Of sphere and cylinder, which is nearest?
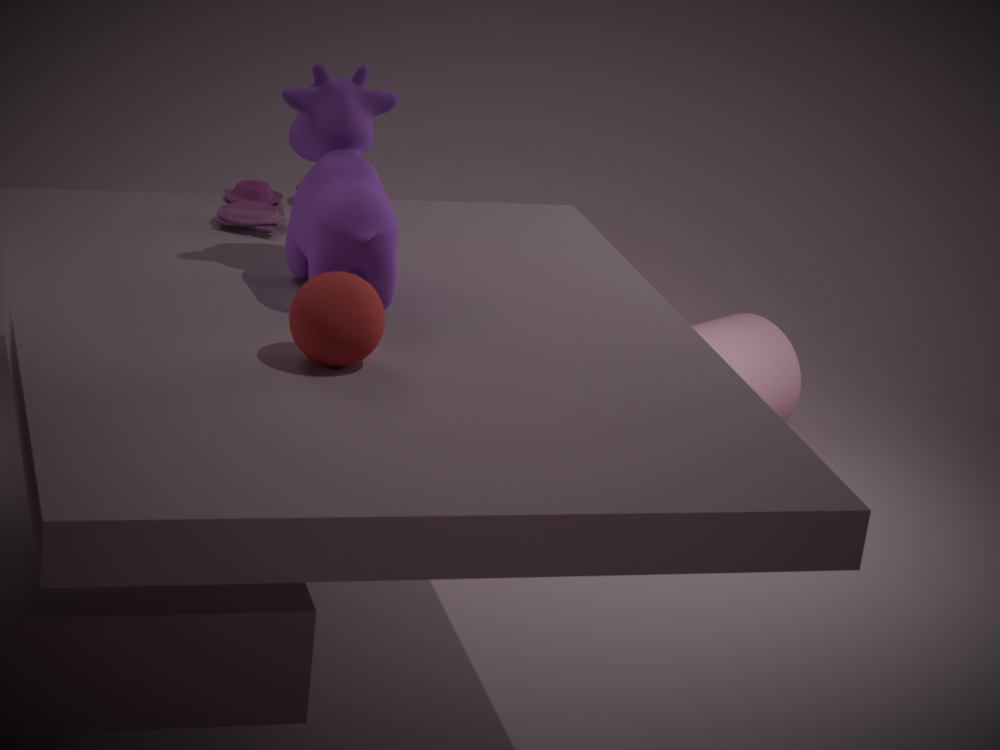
sphere
